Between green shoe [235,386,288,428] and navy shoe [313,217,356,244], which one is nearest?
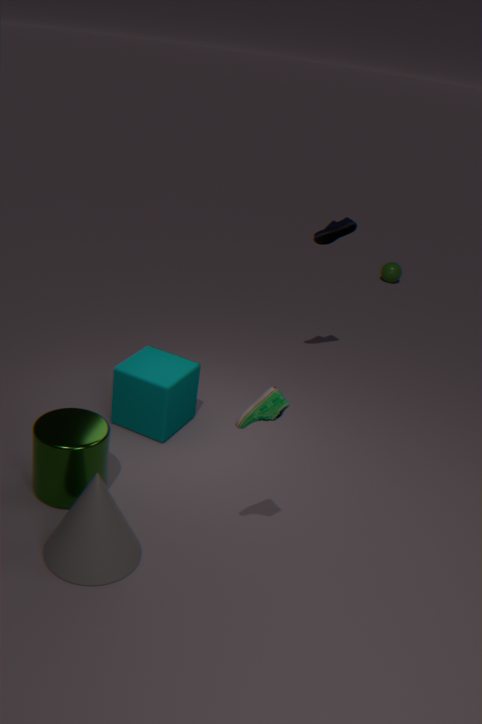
green shoe [235,386,288,428]
